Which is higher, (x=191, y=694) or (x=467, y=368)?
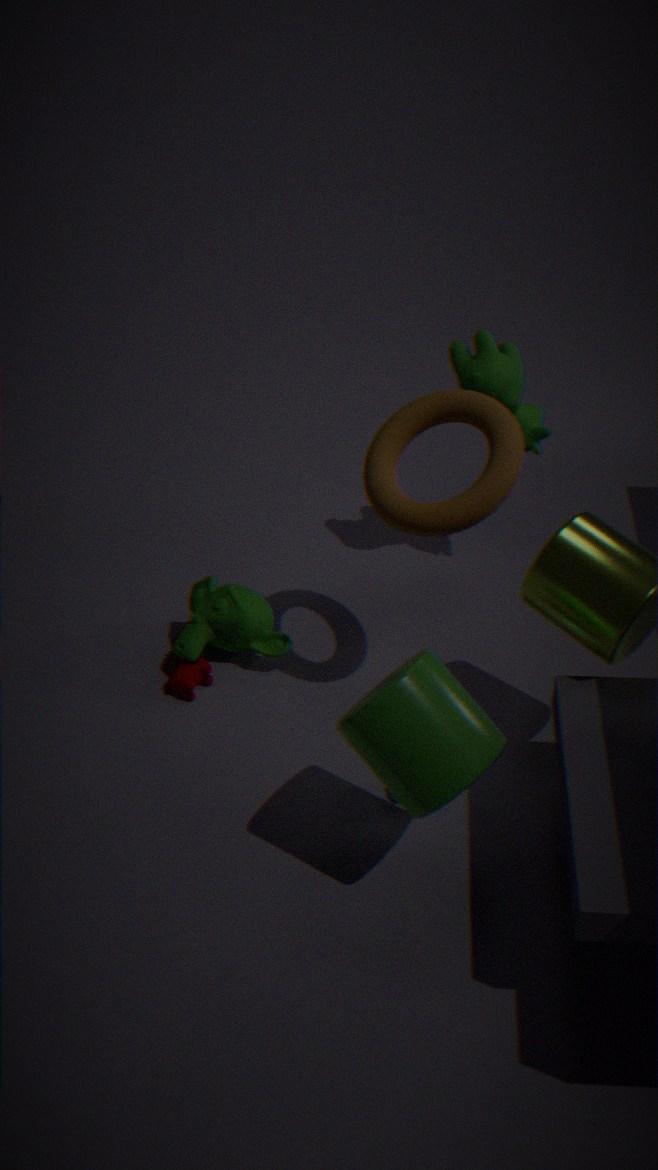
(x=467, y=368)
